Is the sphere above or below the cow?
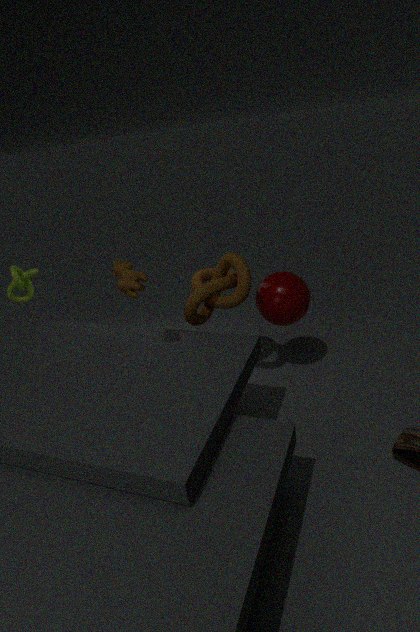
below
